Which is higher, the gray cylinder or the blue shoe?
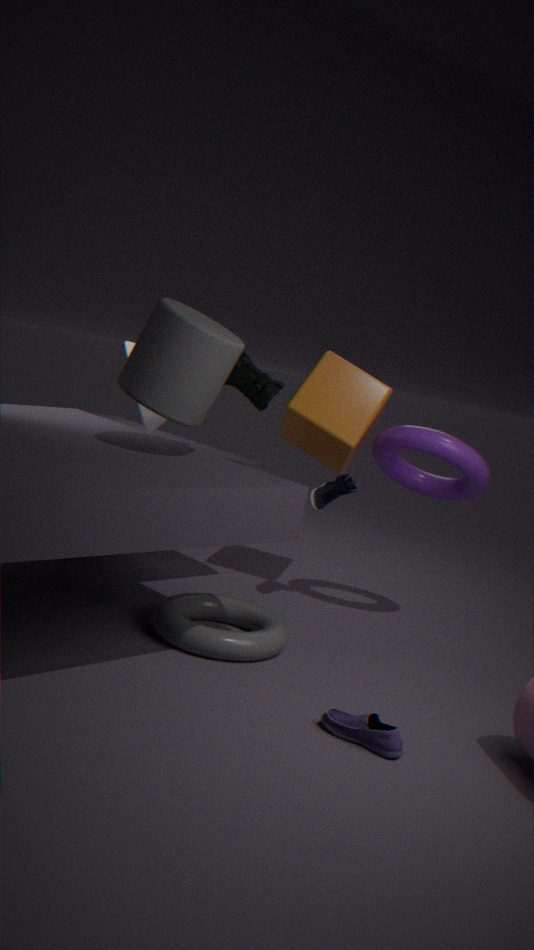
the gray cylinder
